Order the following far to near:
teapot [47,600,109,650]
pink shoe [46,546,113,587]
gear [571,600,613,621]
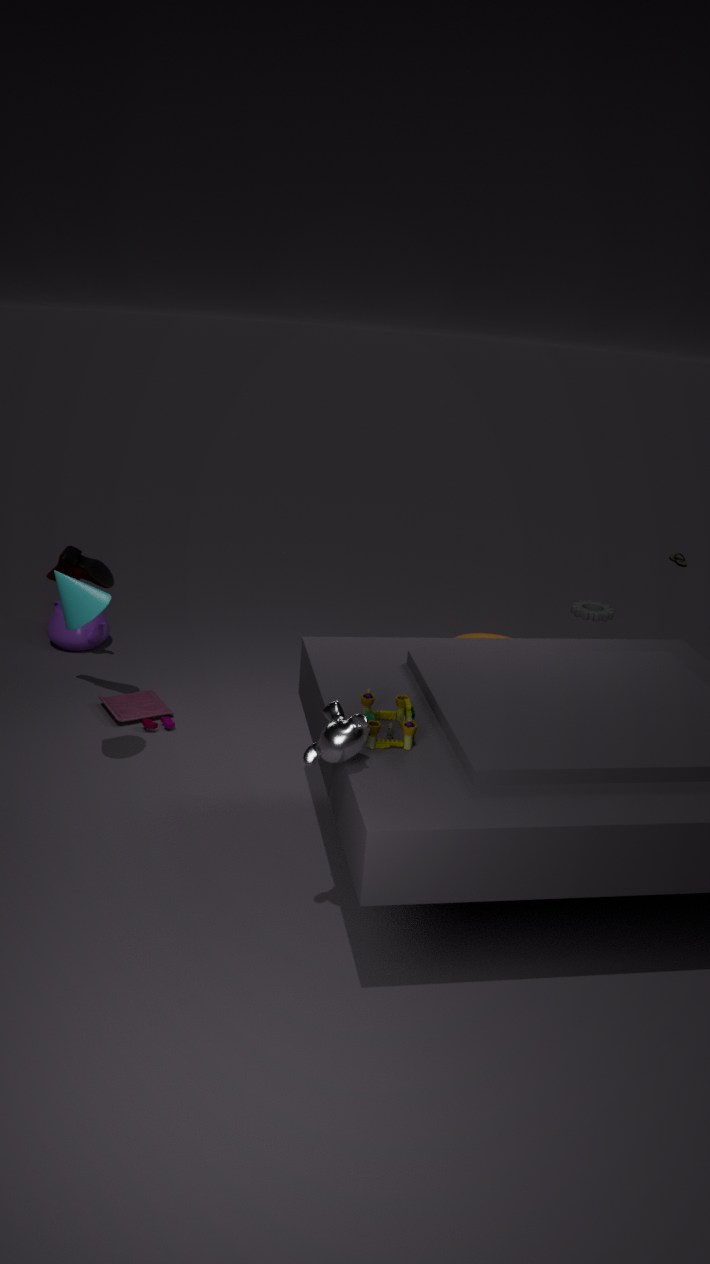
gear [571,600,613,621] → teapot [47,600,109,650] → pink shoe [46,546,113,587]
